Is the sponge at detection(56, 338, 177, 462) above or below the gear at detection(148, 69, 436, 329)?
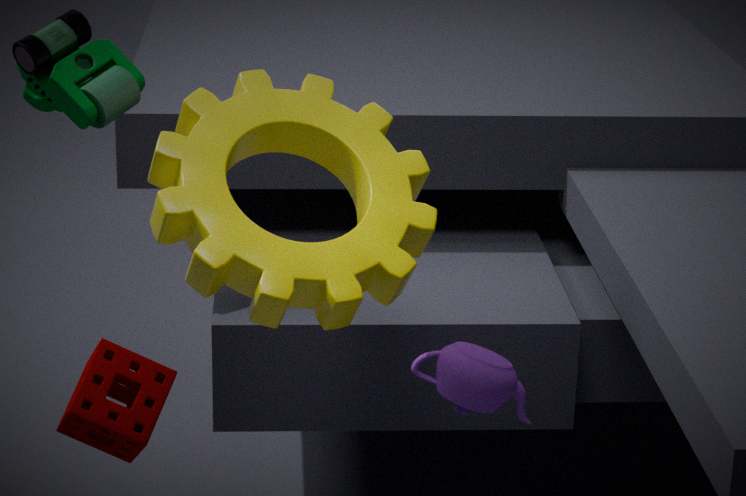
below
